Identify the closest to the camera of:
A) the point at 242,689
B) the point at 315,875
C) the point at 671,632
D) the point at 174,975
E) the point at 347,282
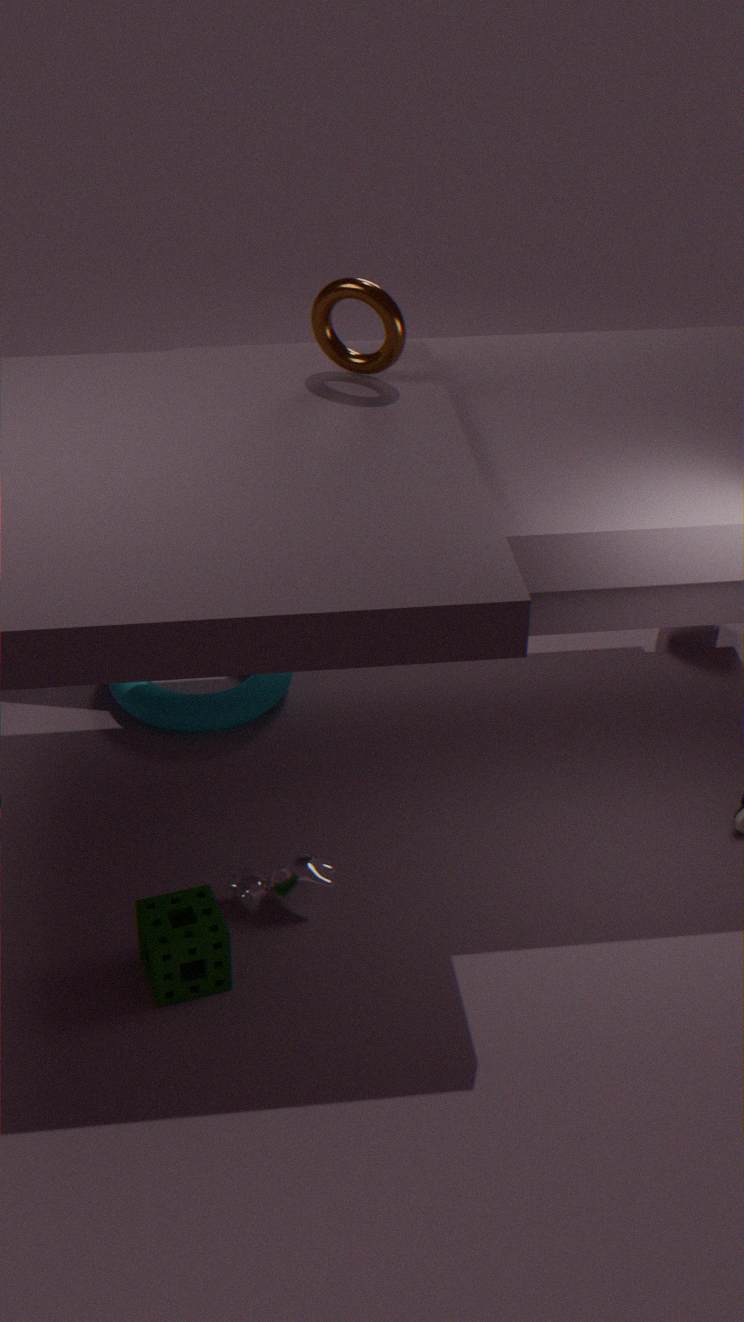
the point at 174,975
